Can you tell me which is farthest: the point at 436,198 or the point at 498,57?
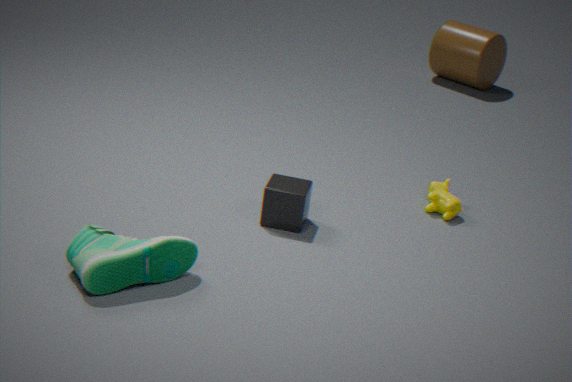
the point at 498,57
